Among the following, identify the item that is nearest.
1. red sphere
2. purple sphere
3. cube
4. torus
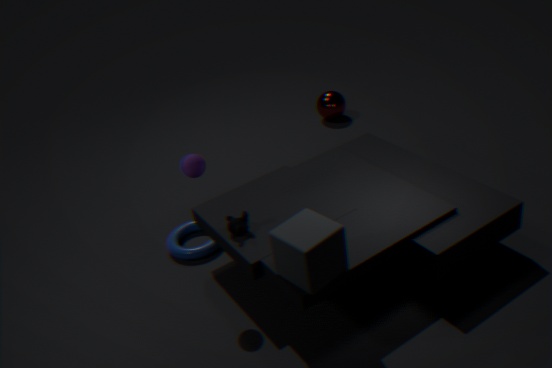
cube
